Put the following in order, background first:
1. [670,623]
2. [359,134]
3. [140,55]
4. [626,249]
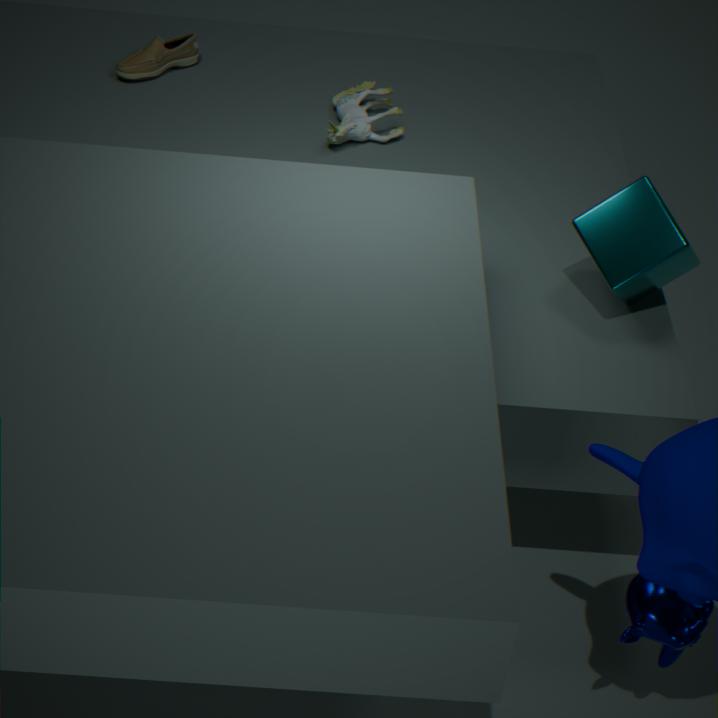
[140,55] → [359,134] → [626,249] → [670,623]
